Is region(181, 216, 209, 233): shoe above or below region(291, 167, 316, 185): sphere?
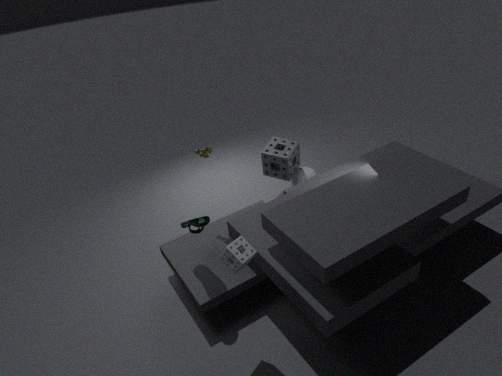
above
